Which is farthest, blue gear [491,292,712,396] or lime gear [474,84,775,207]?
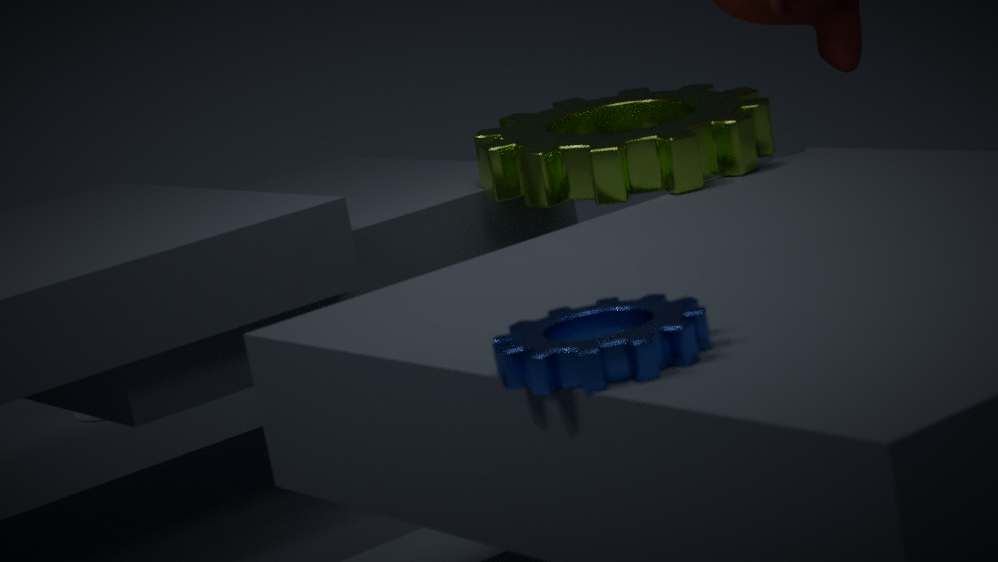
lime gear [474,84,775,207]
